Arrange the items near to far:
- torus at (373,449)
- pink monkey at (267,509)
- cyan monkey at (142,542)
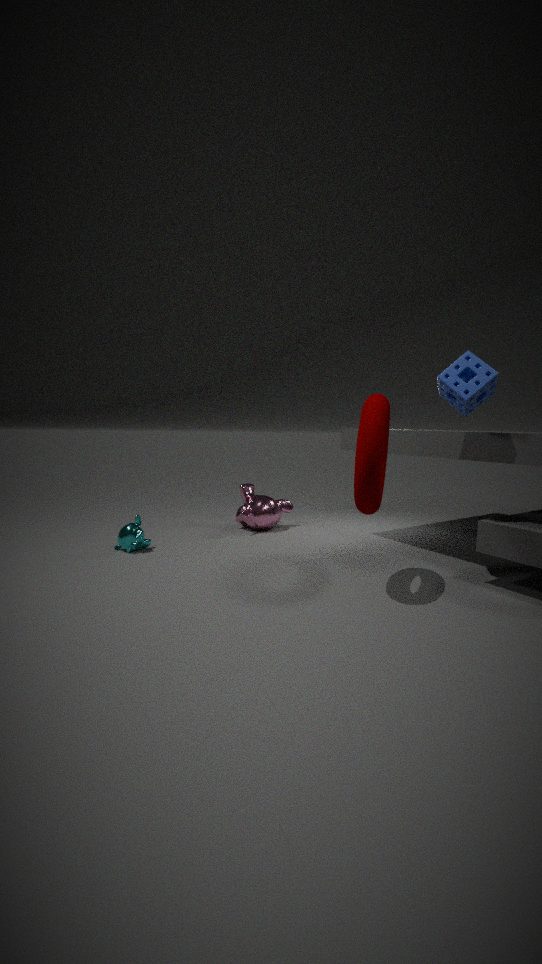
torus at (373,449)
cyan monkey at (142,542)
pink monkey at (267,509)
